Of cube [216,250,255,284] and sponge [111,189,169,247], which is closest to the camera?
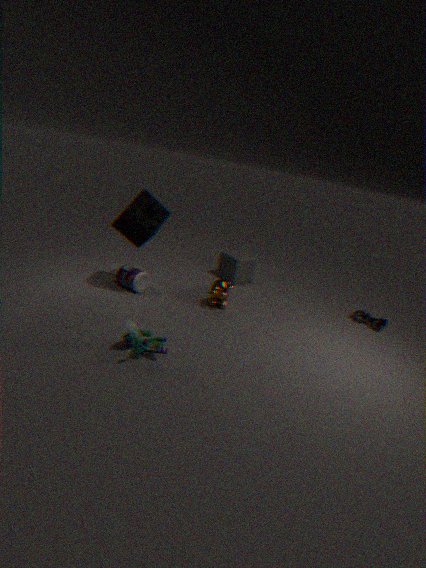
sponge [111,189,169,247]
